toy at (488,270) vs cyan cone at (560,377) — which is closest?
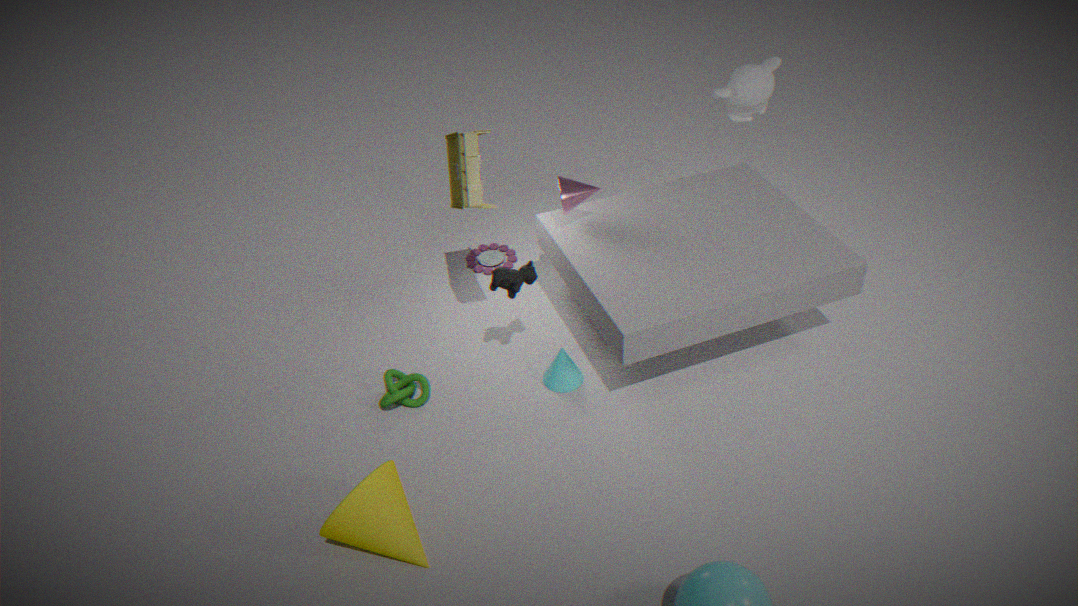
cyan cone at (560,377)
